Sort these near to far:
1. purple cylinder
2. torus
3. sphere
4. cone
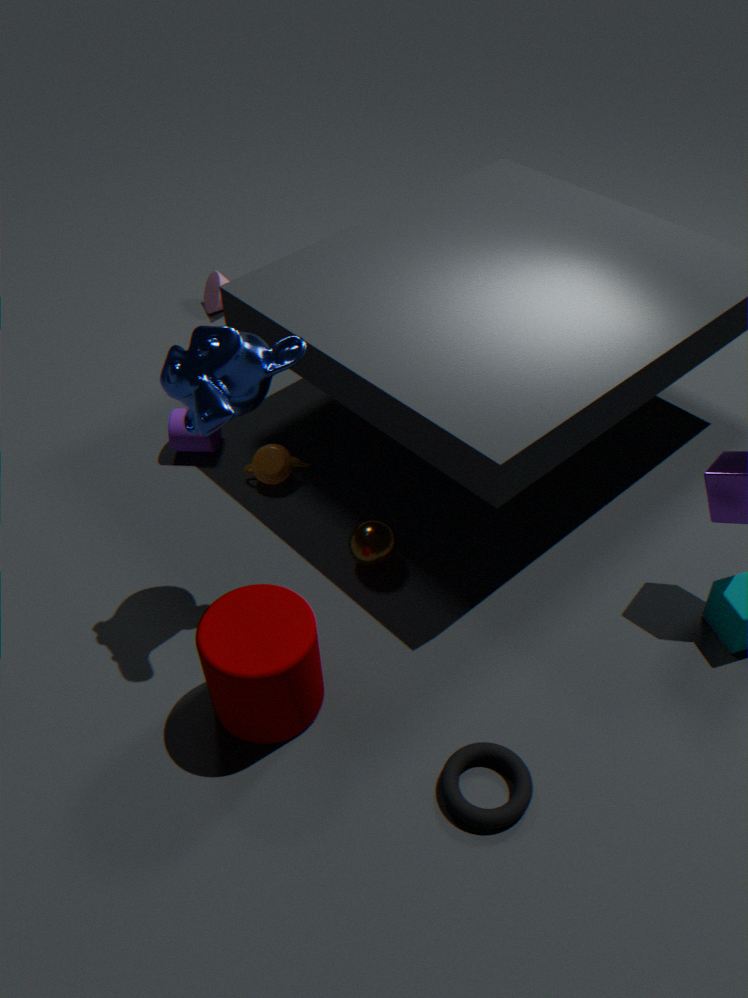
torus
sphere
purple cylinder
cone
